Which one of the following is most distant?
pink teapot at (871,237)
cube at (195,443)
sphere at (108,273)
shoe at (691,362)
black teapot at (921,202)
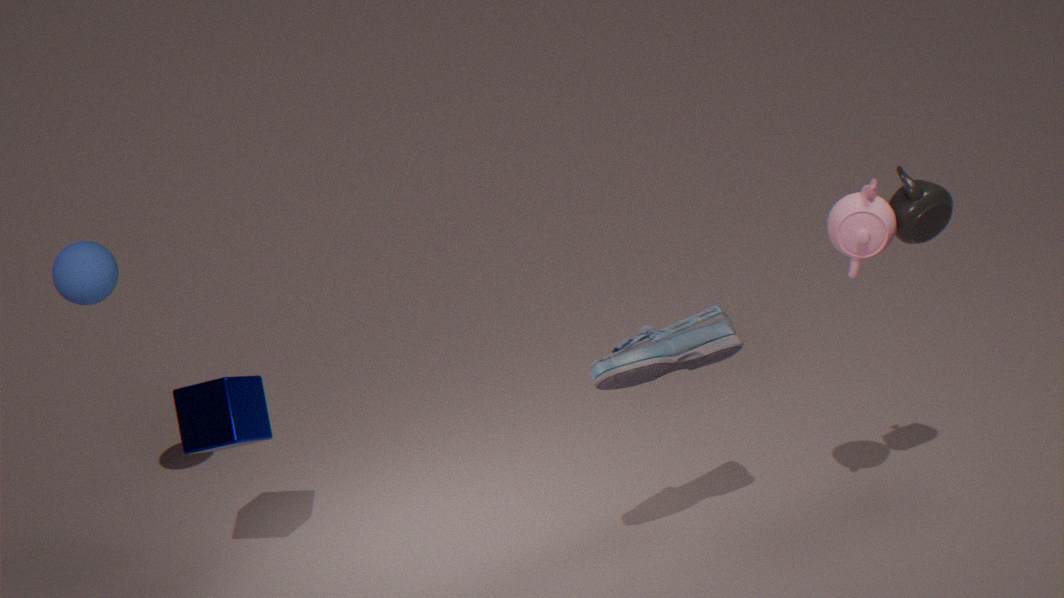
sphere at (108,273)
